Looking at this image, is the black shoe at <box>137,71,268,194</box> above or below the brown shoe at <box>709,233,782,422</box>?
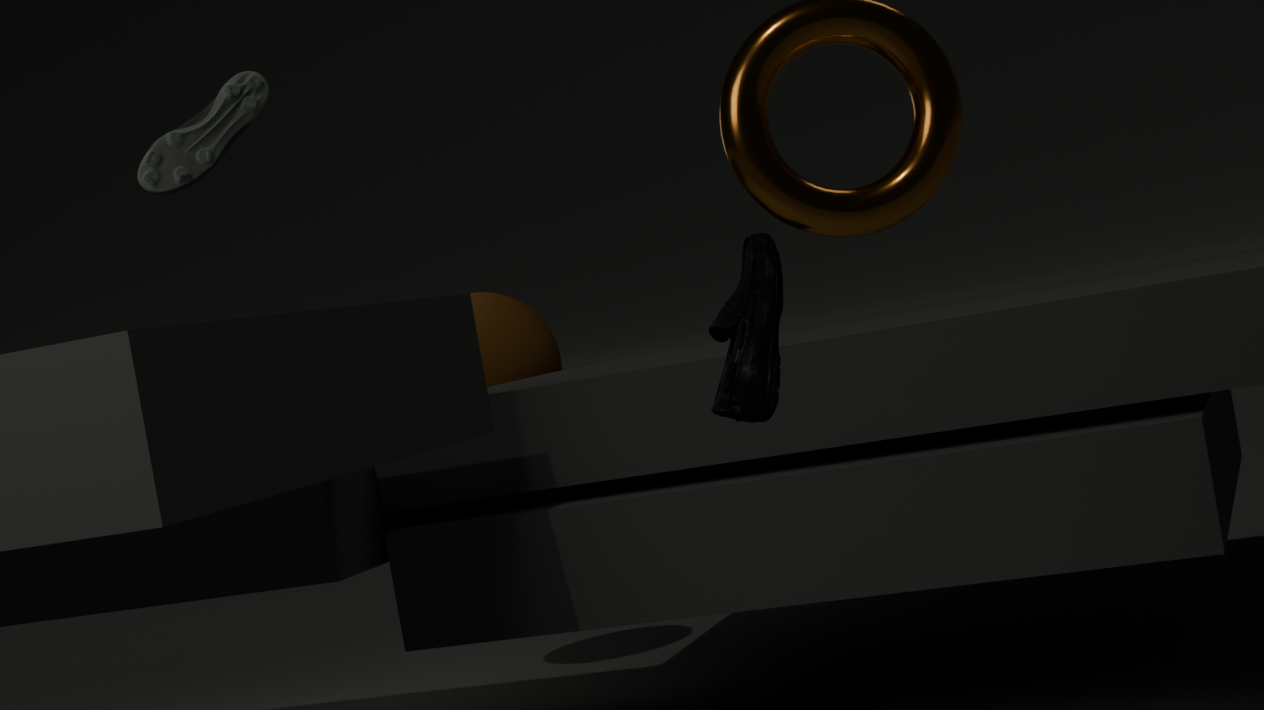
above
